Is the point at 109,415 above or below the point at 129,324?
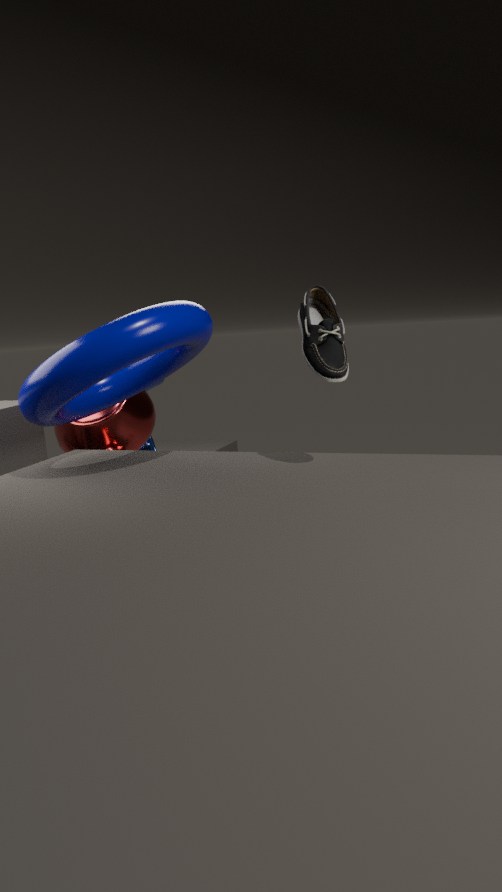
below
